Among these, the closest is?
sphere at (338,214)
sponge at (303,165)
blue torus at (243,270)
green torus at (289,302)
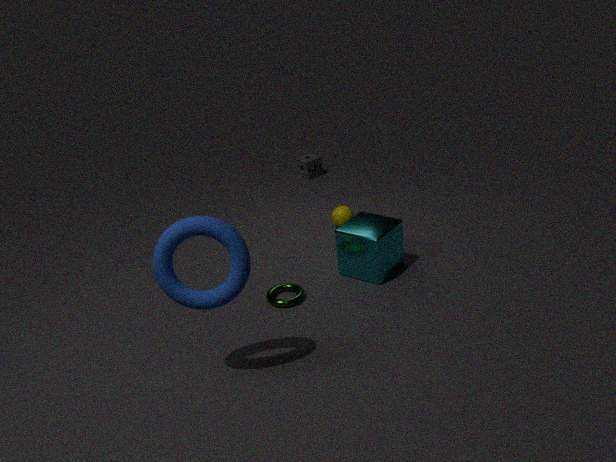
blue torus at (243,270)
